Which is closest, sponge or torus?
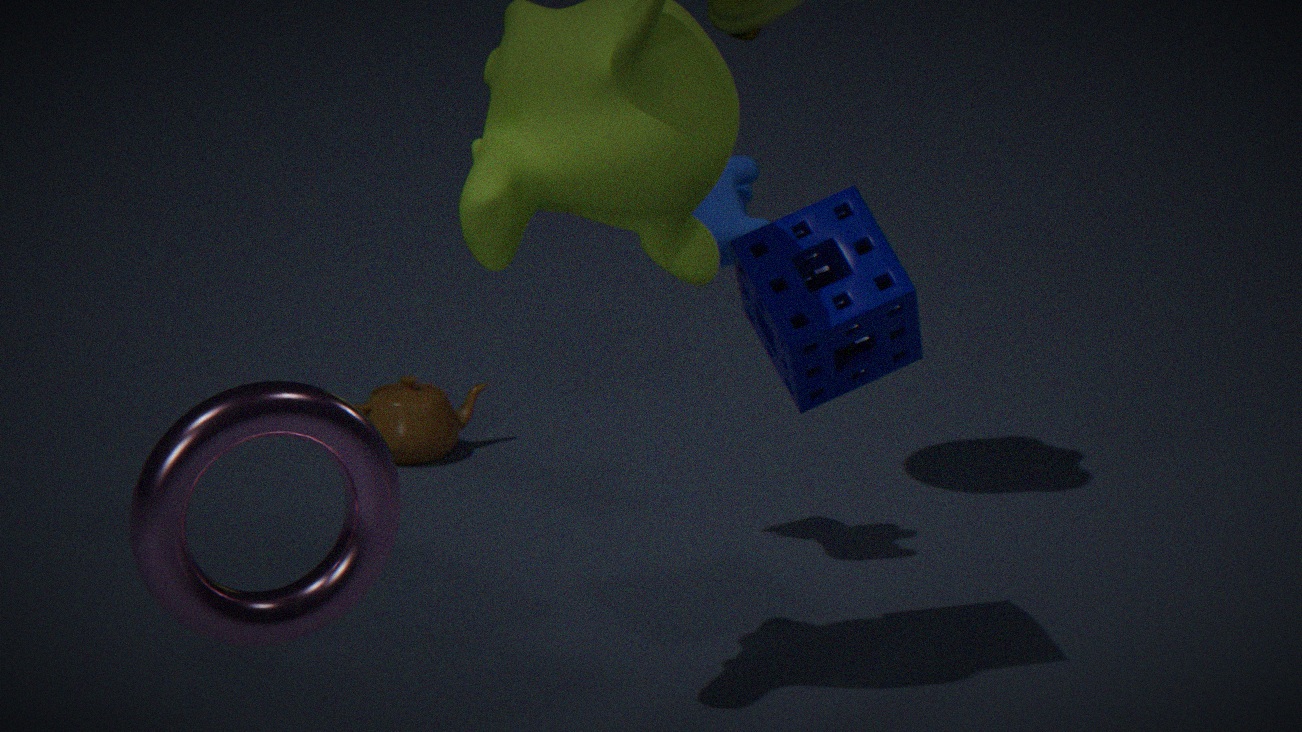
torus
